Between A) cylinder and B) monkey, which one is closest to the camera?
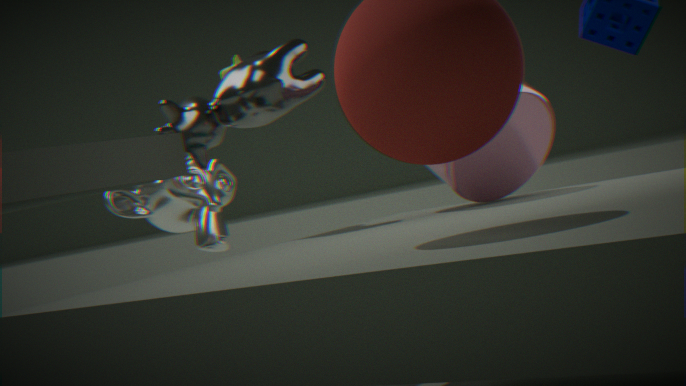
A. cylinder
